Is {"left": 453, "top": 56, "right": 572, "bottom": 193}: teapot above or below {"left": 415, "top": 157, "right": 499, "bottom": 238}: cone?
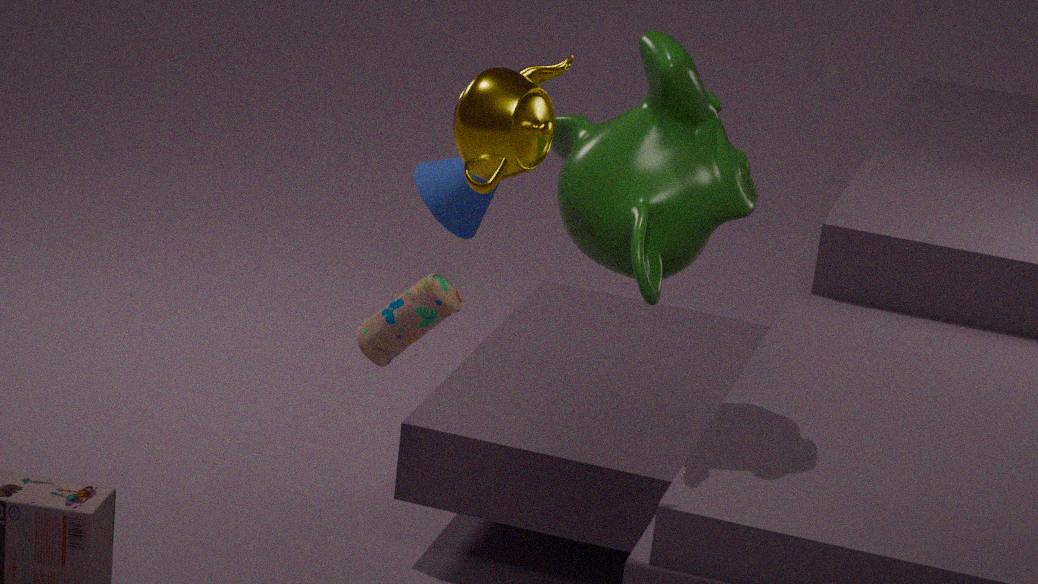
above
